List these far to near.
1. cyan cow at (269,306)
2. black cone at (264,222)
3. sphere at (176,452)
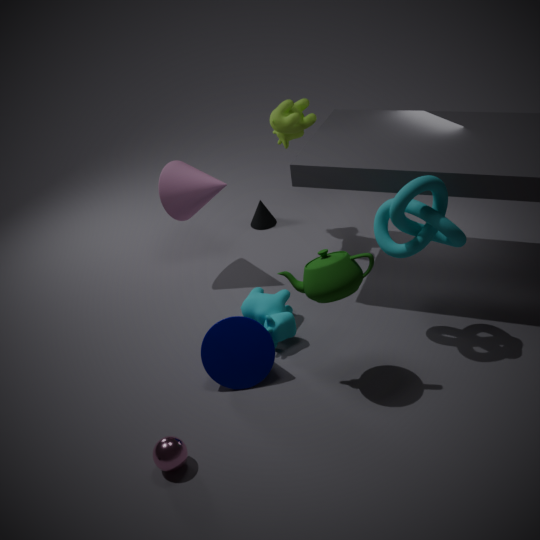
black cone at (264,222), cyan cow at (269,306), sphere at (176,452)
